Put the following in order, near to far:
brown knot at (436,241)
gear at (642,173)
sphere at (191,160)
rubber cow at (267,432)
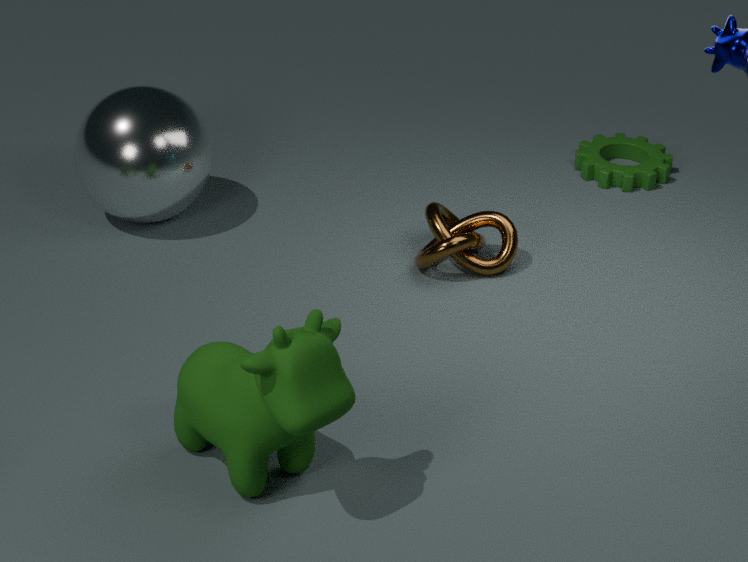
1. rubber cow at (267,432)
2. brown knot at (436,241)
3. sphere at (191,160)
4. gear at (642,173)
